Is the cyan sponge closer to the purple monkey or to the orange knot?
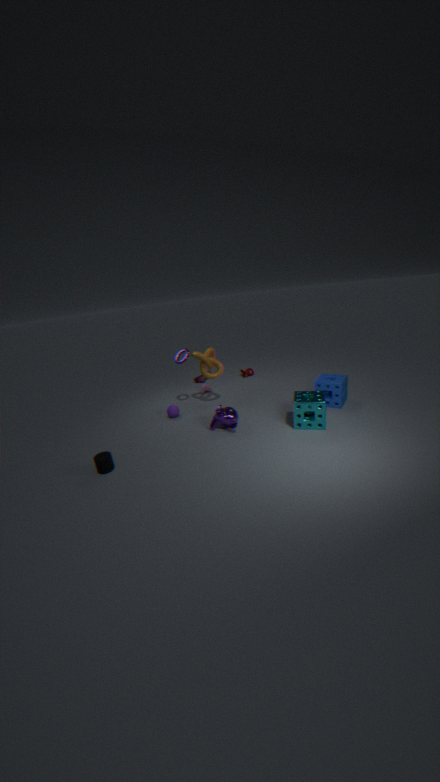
the purple monkey
